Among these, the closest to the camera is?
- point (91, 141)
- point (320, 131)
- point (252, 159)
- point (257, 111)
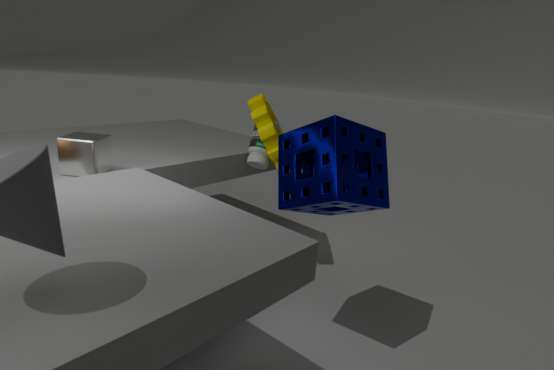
point (320, 131)
